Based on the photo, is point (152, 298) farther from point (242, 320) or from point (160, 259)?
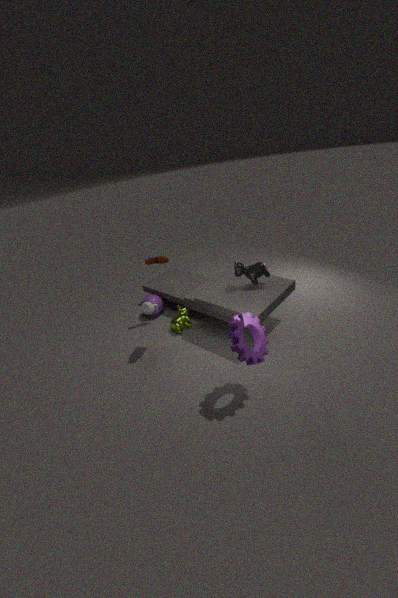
point (242, 320)
